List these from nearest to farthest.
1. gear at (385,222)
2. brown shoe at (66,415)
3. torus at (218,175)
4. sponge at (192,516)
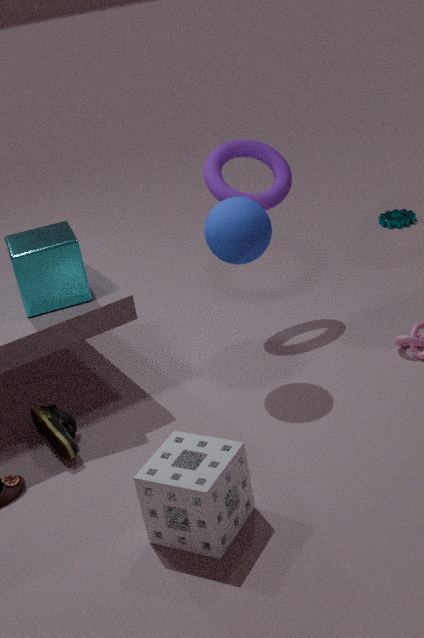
sponge at (192,516) < brown shoe at (66,415) < torus at (218,175) < gear at (385,222)
